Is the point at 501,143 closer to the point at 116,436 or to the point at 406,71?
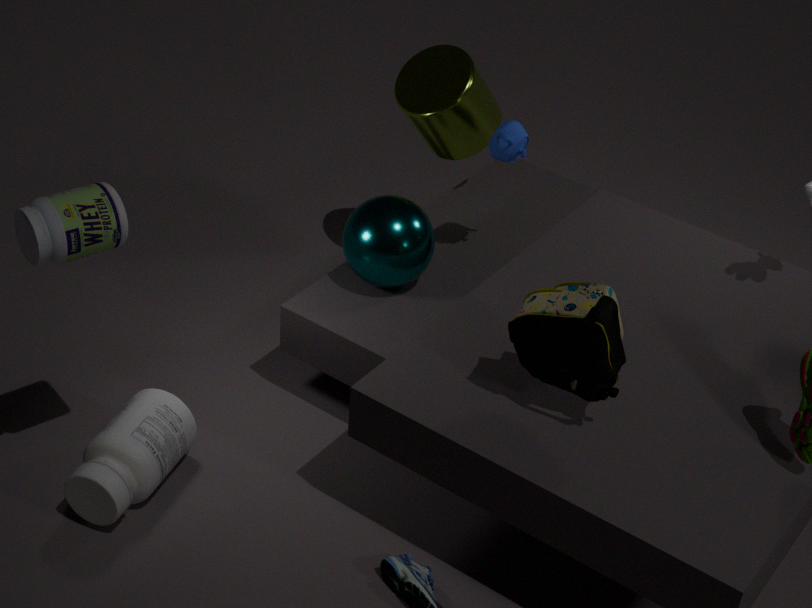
the point at 406,71
